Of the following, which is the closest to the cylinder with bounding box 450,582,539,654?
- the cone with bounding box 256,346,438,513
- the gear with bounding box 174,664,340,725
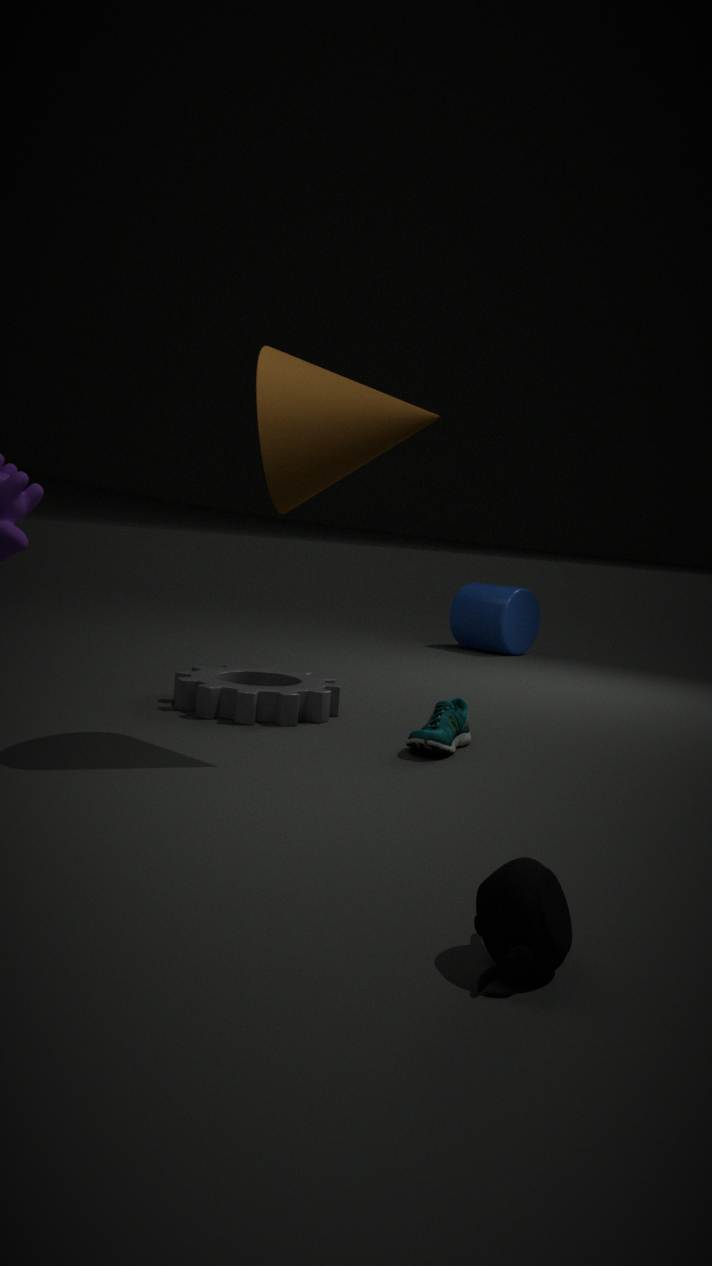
the gear with bounding box 174,664,340,725
